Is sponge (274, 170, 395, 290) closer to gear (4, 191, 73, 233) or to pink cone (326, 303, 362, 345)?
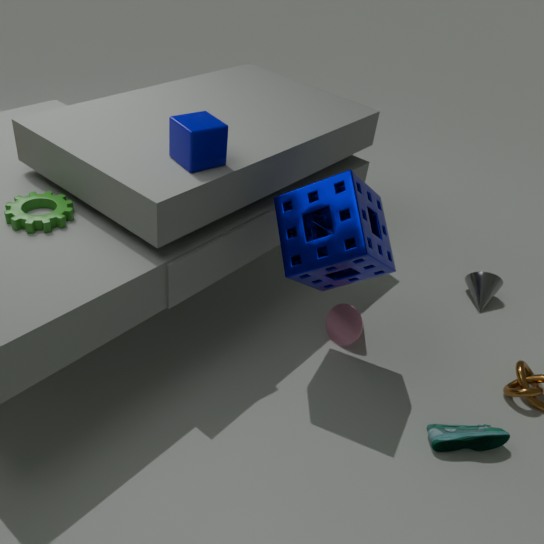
pink cone (326, 303, 362, 345)
